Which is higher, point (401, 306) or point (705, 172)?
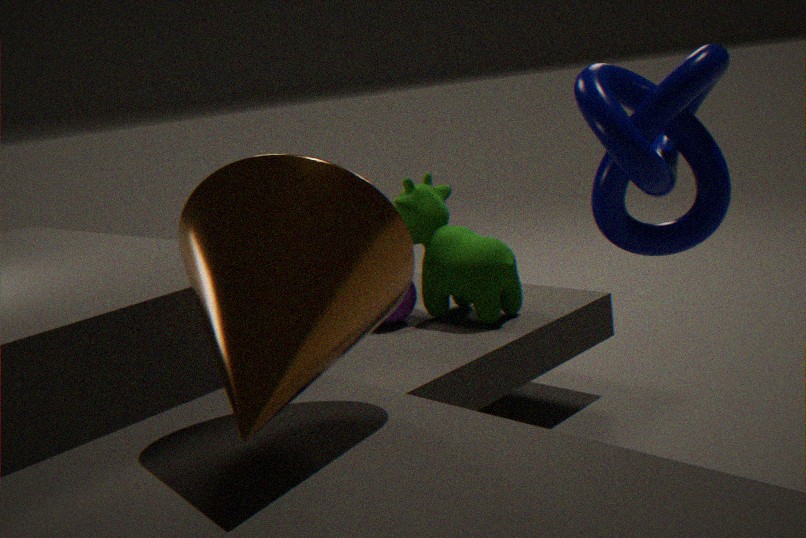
point (705, 172)
